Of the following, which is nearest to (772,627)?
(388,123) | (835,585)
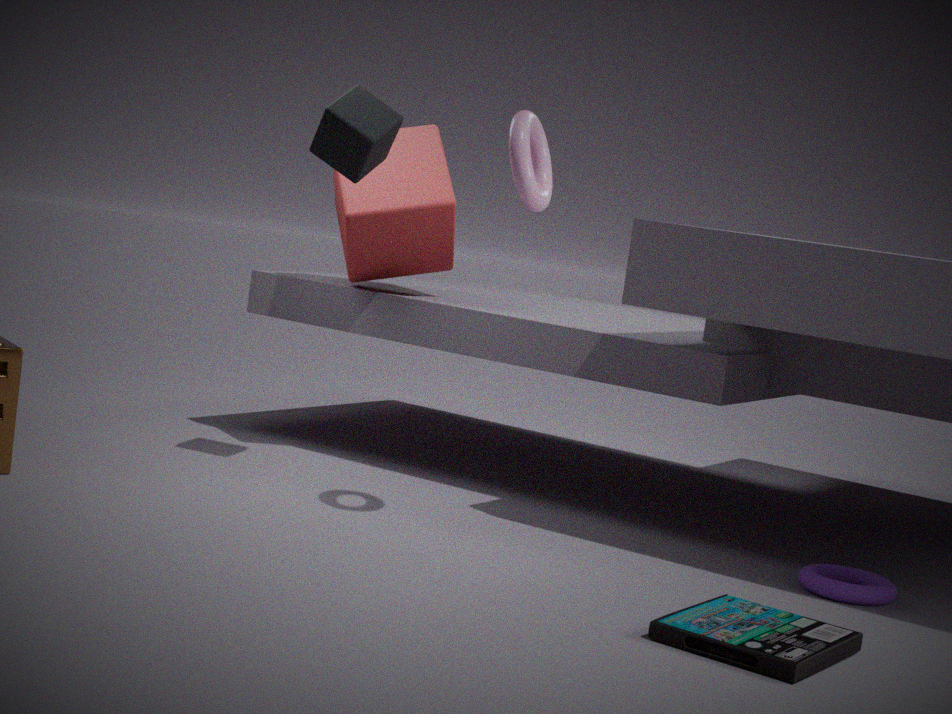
(835,585)
